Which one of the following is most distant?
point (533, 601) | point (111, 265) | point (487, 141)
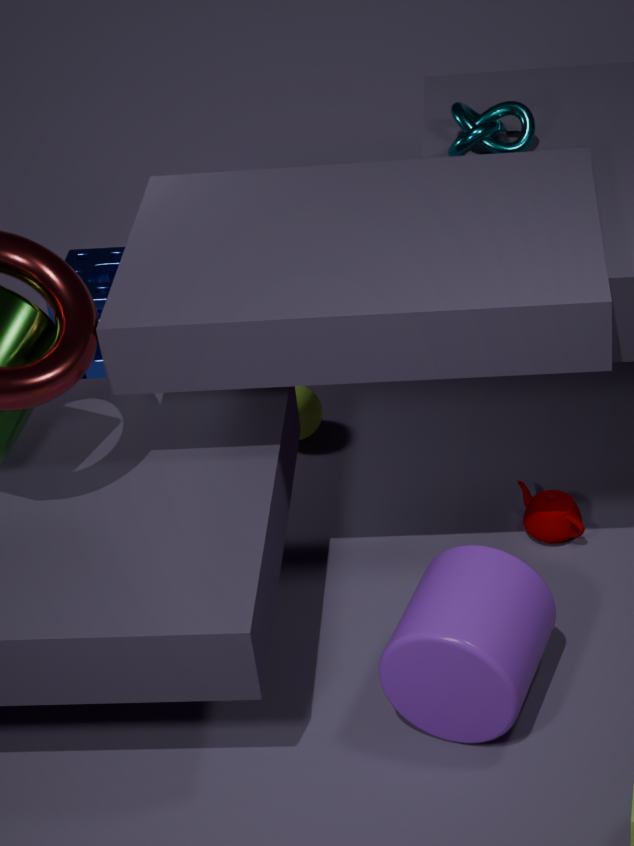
point (111, 265)
